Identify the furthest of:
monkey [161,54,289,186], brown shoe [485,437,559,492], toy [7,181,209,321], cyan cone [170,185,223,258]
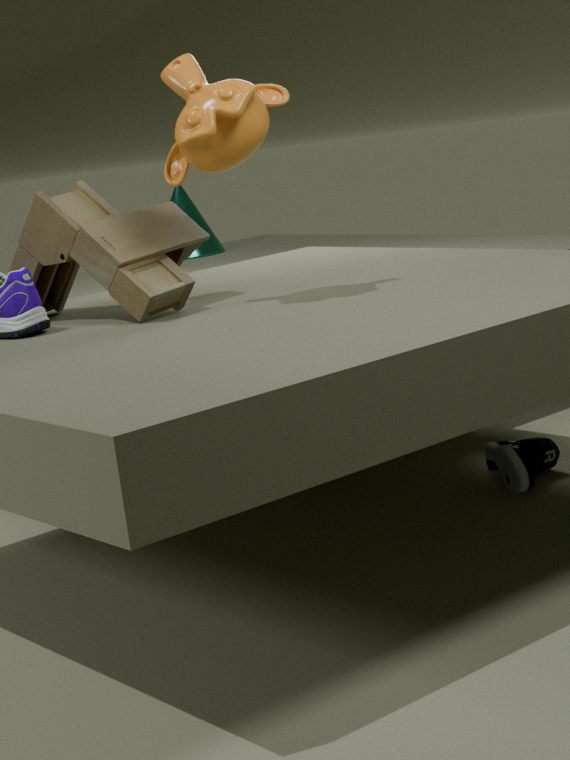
cyan cone [170,185,223,258]
